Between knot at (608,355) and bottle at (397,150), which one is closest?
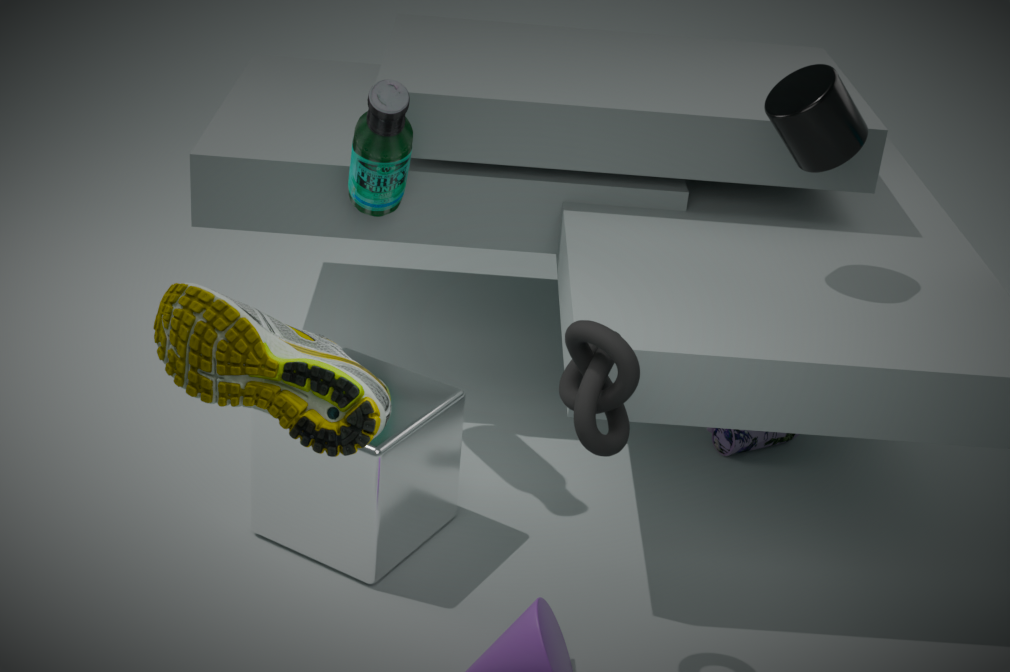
knot at (608,355)
